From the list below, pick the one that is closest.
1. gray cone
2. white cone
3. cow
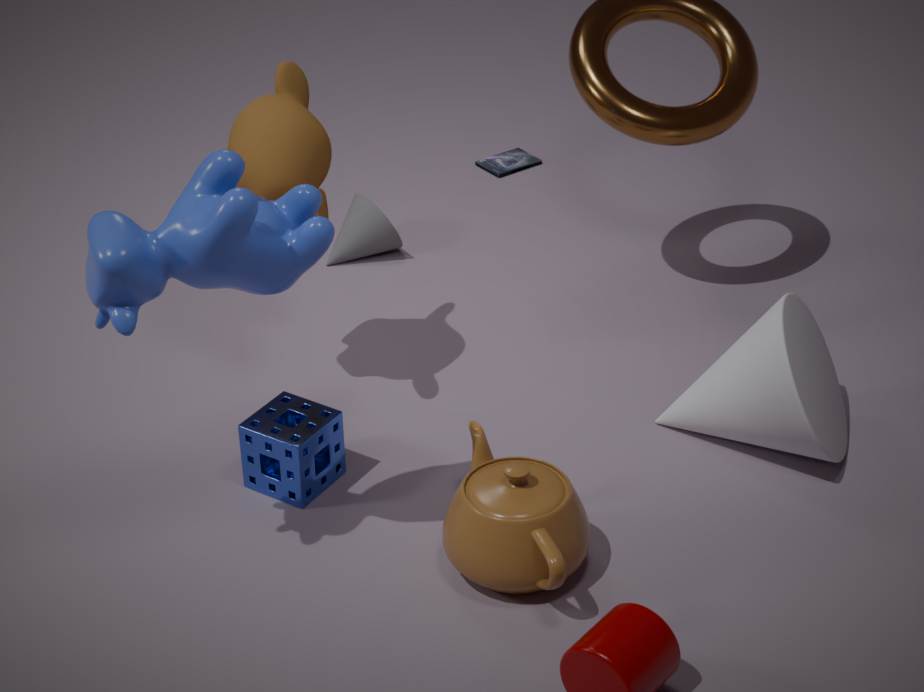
cow
